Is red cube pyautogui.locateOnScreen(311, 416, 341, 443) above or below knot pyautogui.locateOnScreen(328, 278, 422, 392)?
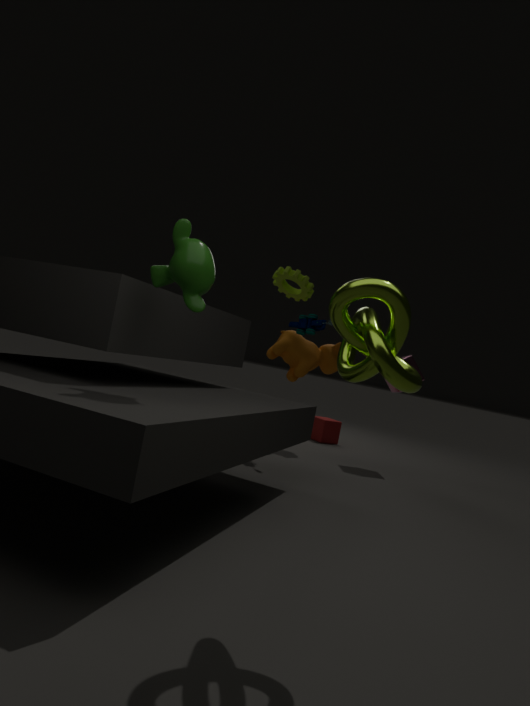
below
